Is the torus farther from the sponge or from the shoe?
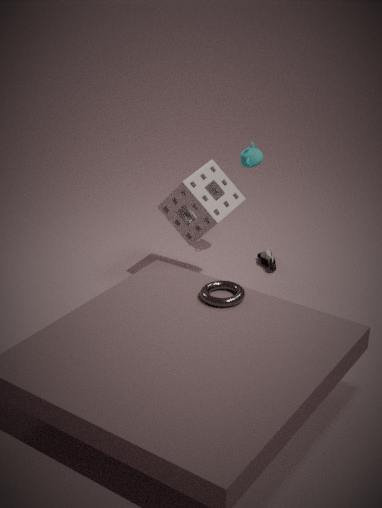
the shoe
